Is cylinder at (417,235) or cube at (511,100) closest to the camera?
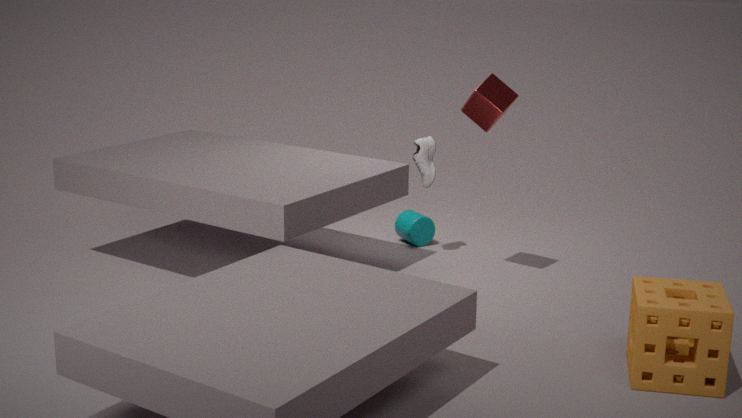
cube at (511,100)
